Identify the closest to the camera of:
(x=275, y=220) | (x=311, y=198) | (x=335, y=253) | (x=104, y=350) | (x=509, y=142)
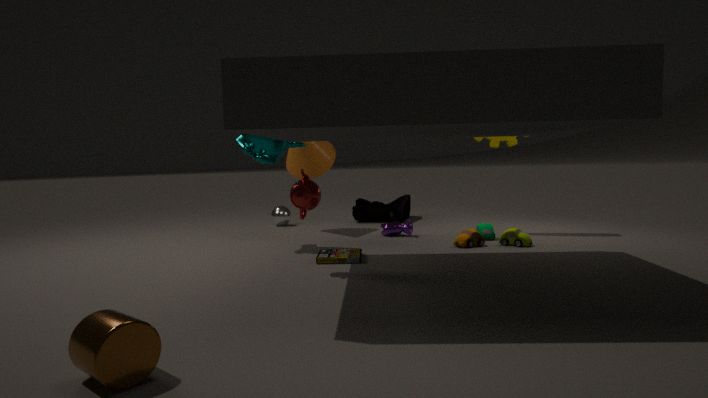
(x=104, y=350)
